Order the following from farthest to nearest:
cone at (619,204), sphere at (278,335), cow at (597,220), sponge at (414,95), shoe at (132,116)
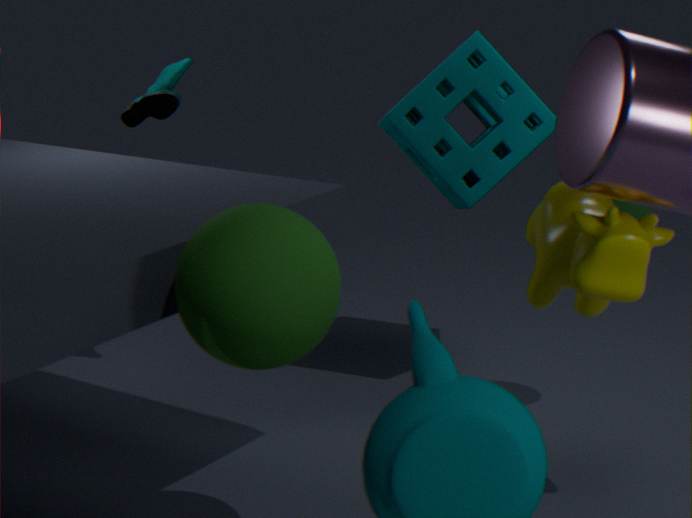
1. shoe at (132,116)
2. sponge at (414,95)
3. cone at (619,204)
4. cow at (597,220)
5. sphere at (278,335)
